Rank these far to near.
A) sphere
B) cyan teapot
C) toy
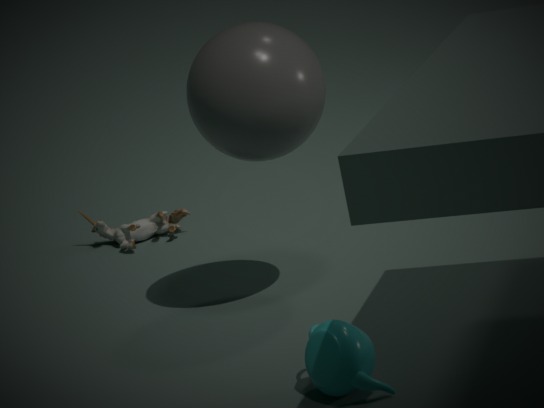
1. toy
2. sphere
3. cyan teapot
